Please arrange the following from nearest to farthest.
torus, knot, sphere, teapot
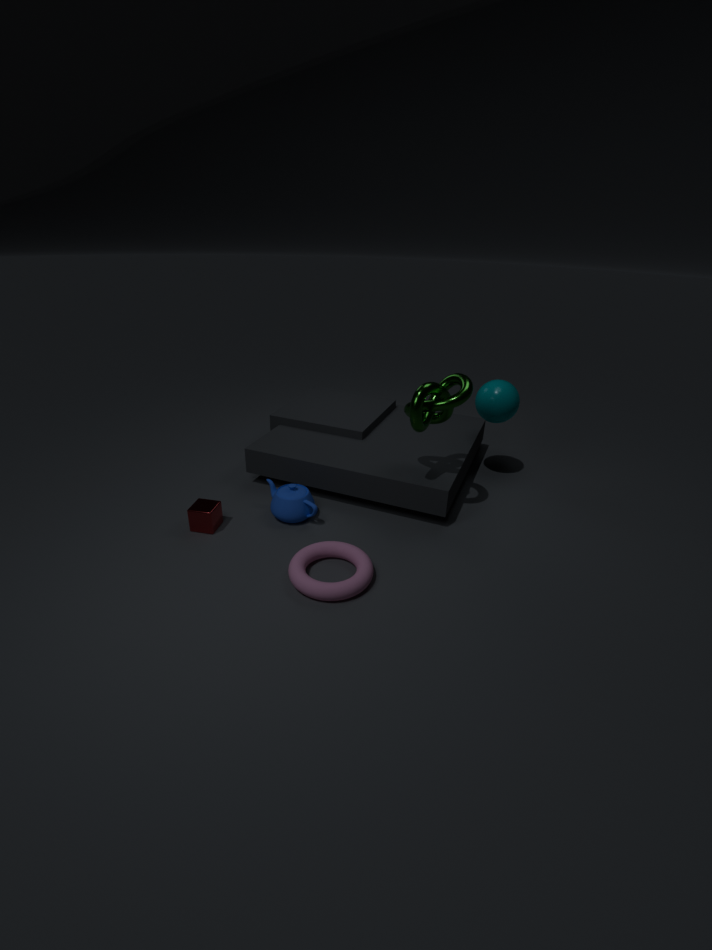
1. torus
2. knot
3. teapot
4. sphere
